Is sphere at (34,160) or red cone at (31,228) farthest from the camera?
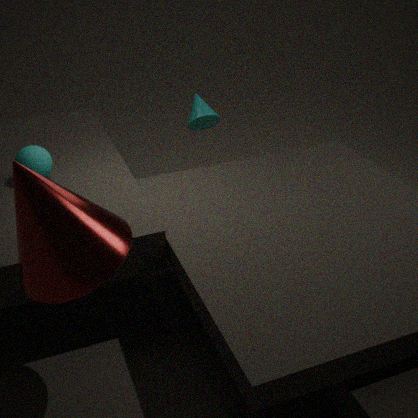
sphere at (34,160)
